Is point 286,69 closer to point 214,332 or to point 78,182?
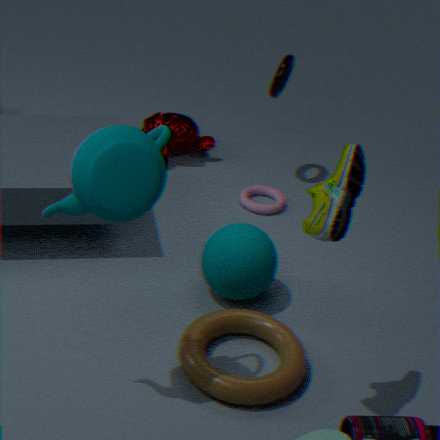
point 214,332
